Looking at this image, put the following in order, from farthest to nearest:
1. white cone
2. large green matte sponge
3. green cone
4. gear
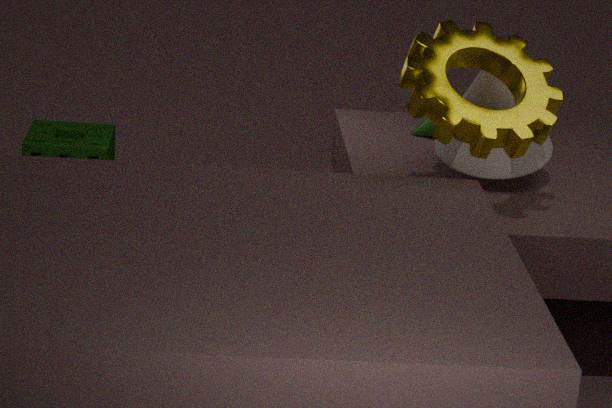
1. large green matte sponge
2. green cone
3. white cone
4. gear
